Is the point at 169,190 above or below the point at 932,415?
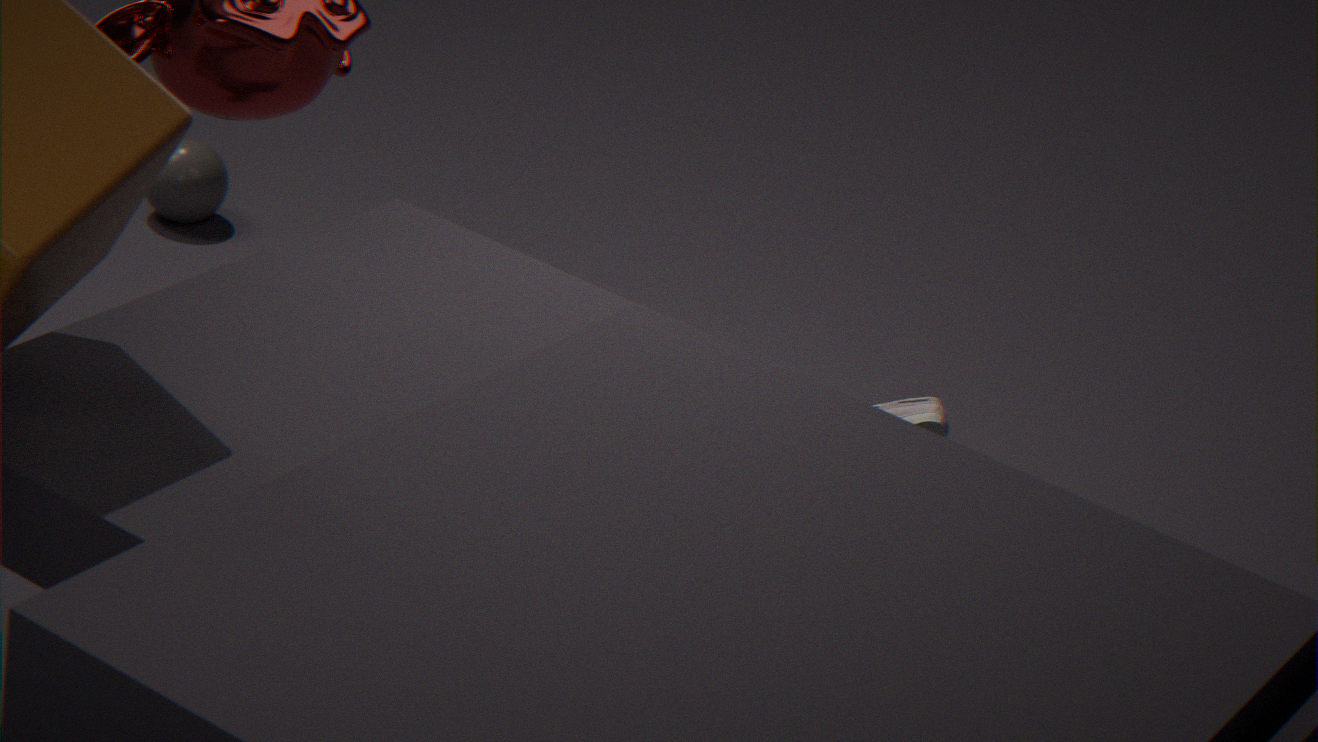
below
